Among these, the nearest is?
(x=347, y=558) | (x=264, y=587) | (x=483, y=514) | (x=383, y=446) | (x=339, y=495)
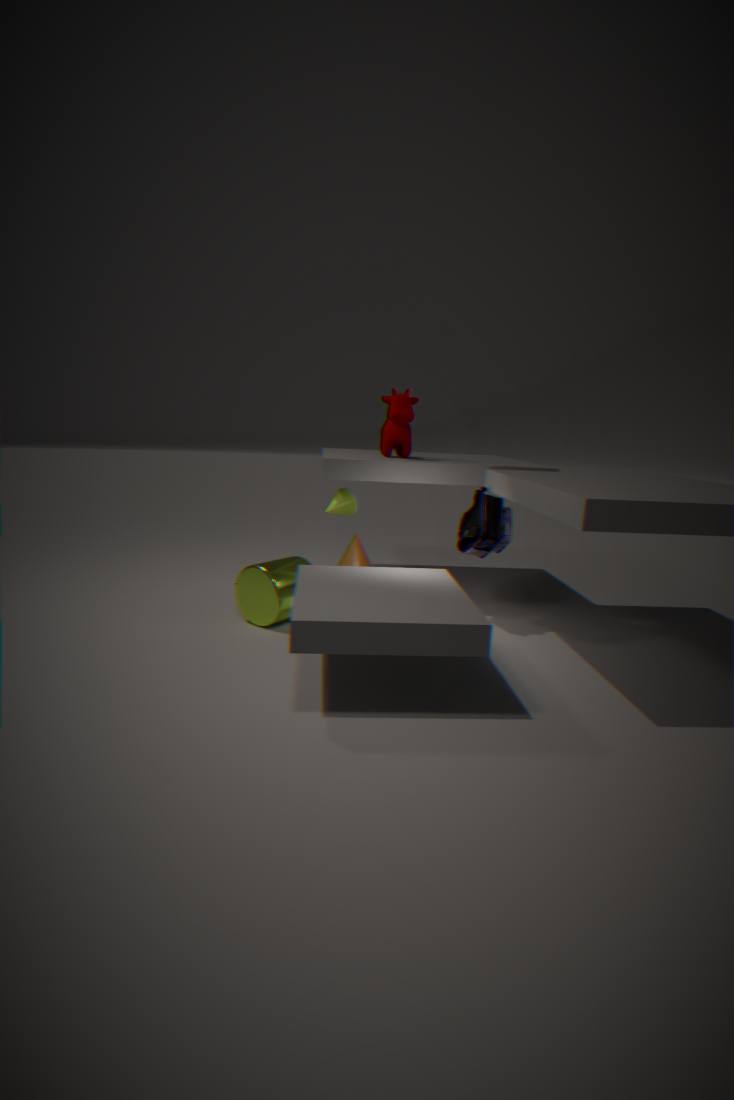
(x=264, y=587)
